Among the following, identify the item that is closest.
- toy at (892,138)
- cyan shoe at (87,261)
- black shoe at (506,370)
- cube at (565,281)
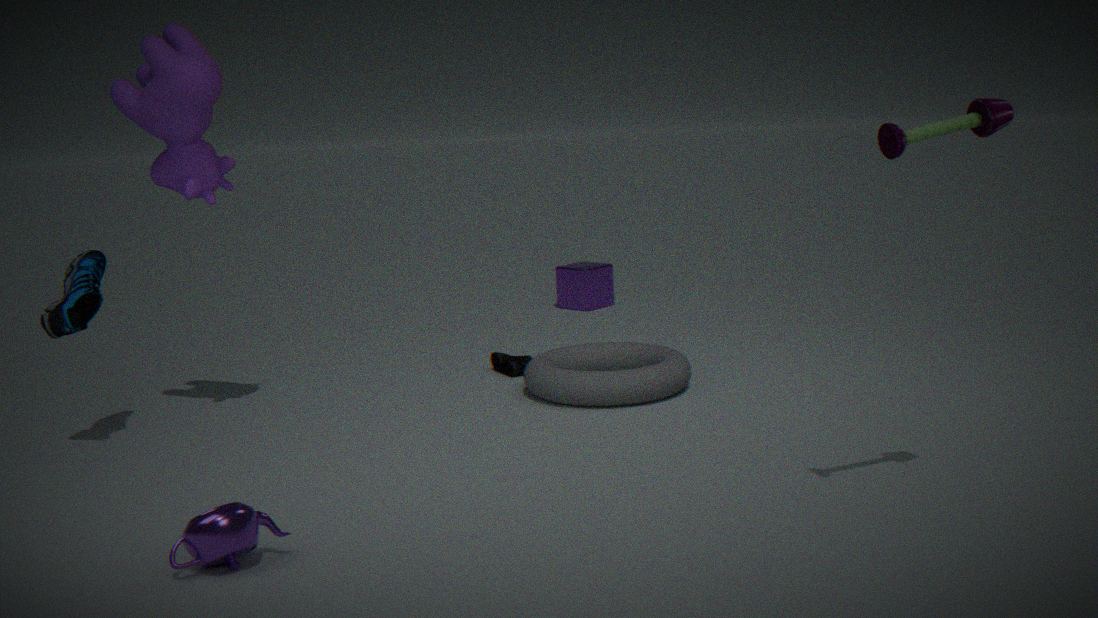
toy at (892,138)
